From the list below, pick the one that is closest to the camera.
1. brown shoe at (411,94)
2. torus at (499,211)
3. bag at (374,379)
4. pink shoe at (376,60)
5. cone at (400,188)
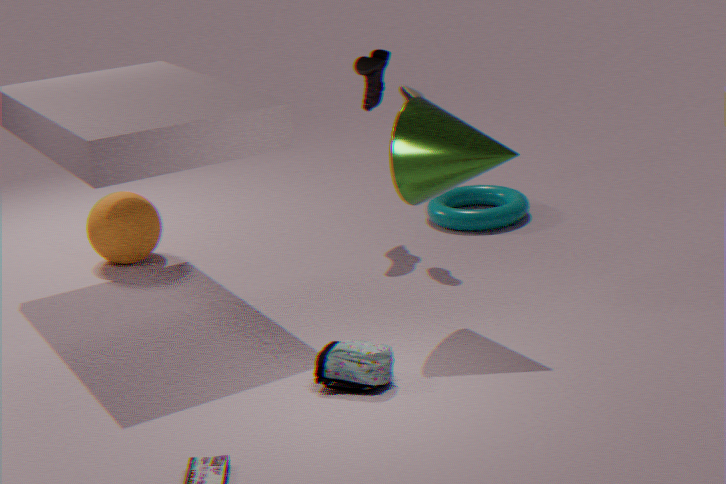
bag at (374,379)
